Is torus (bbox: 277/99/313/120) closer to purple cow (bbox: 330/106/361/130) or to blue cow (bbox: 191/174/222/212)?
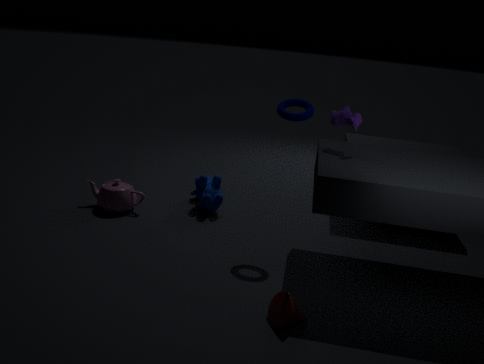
purple cow (bbox: 330/106/361/130)
